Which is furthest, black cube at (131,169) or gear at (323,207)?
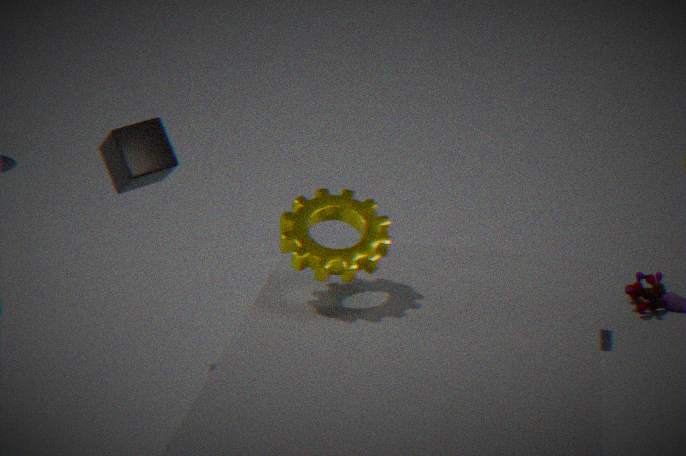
black cube at (131,169)
